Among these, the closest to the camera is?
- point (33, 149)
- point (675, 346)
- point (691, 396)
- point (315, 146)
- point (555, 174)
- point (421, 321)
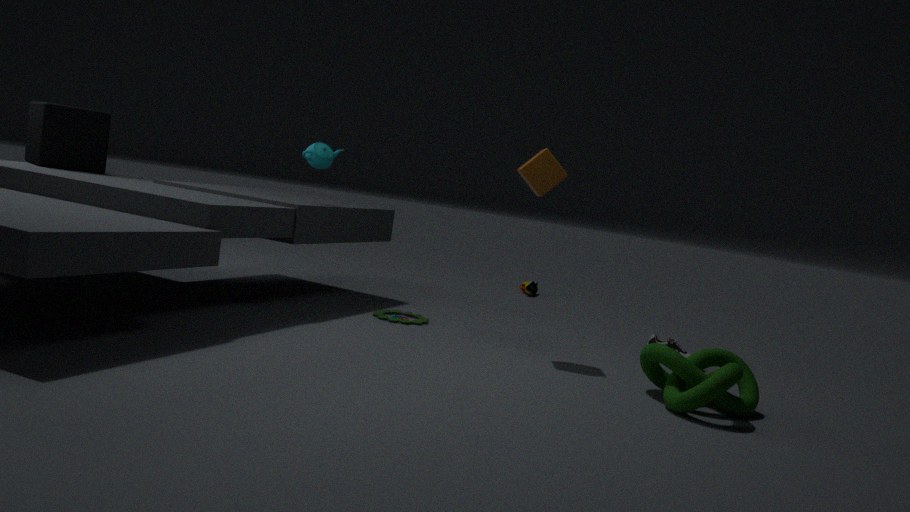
point (691, 396)
